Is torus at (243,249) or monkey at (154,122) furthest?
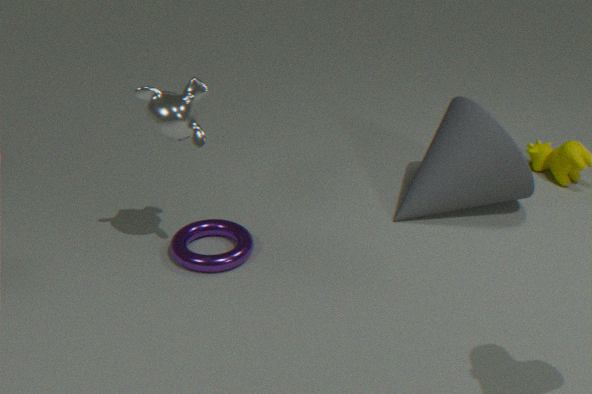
torus at (243,249)
